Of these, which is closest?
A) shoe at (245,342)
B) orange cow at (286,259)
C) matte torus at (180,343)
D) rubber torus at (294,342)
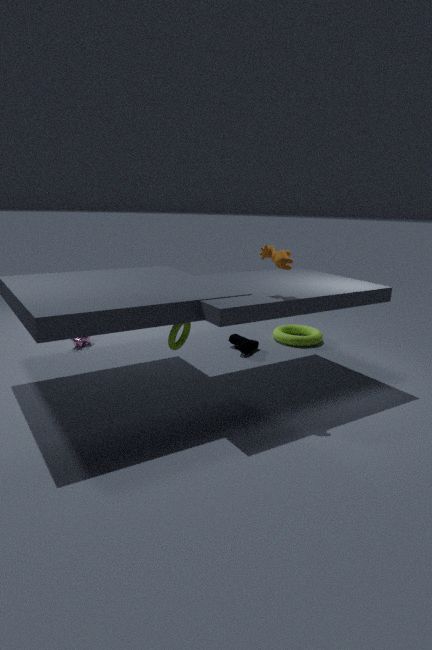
orange cow at (286,259)
